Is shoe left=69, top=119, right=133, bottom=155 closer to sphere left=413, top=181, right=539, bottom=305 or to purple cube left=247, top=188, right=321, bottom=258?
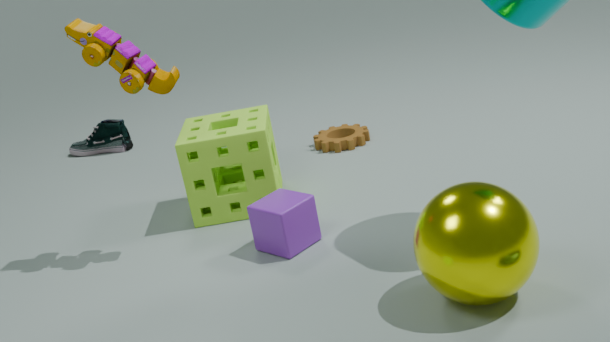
purple cube left=247, top=188, right=321, bottom=258
